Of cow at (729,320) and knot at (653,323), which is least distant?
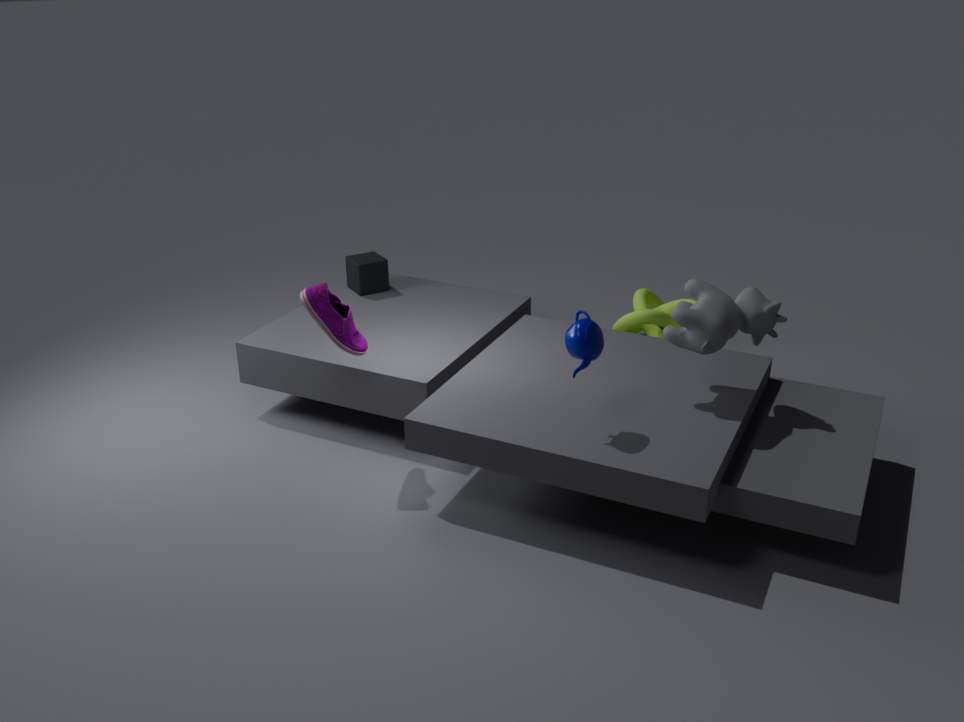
cow at (729,320)
